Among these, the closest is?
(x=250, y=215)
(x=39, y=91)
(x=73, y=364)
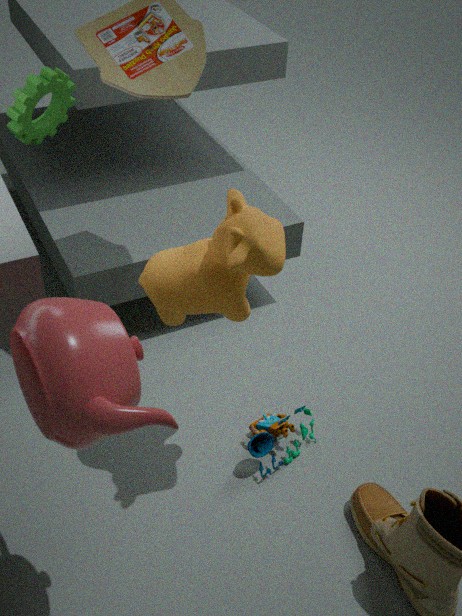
(x=73, y=364)
